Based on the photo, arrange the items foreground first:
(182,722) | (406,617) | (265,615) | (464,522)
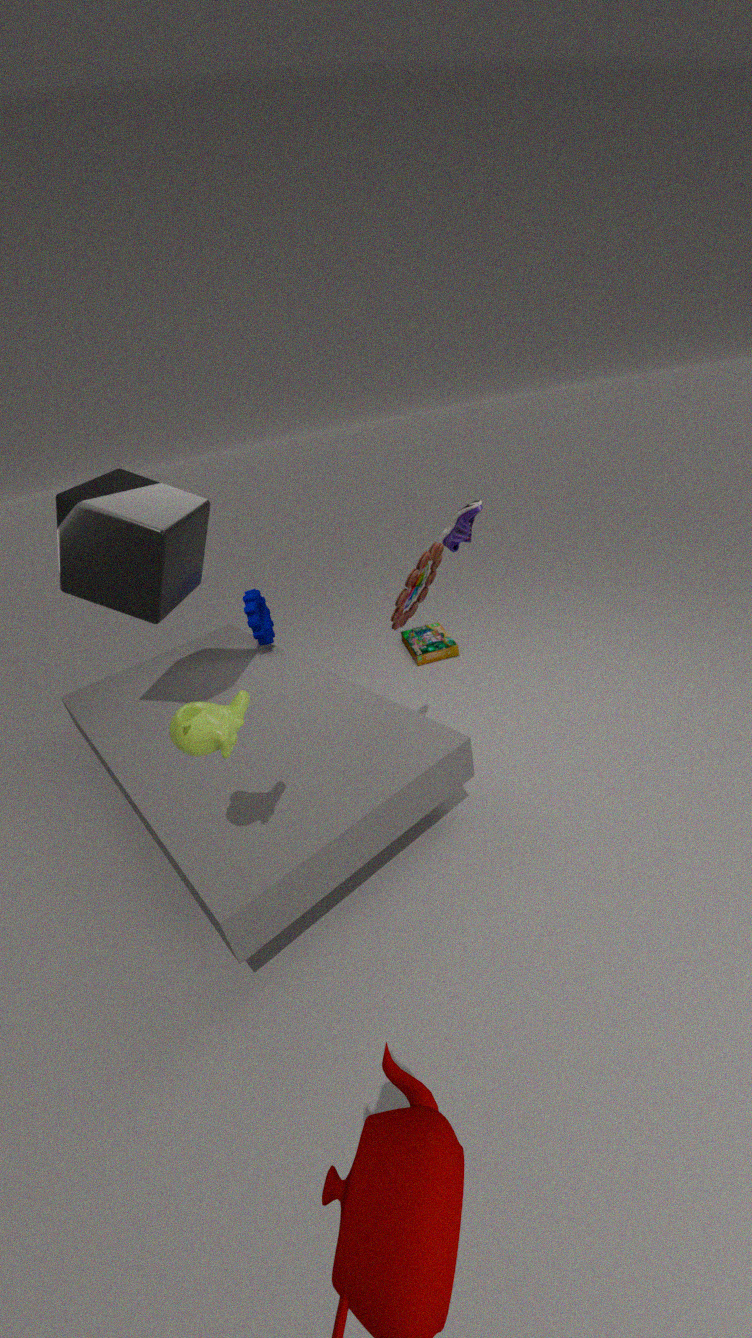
(182,722), (406,617), (464,522), (265,615)
